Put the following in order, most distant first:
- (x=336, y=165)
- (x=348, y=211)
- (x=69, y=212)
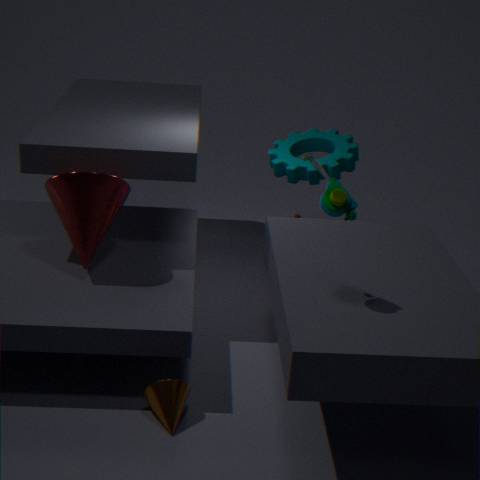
(x=336, y=165) < (x=69, y=212) < (x=348, y=211)
